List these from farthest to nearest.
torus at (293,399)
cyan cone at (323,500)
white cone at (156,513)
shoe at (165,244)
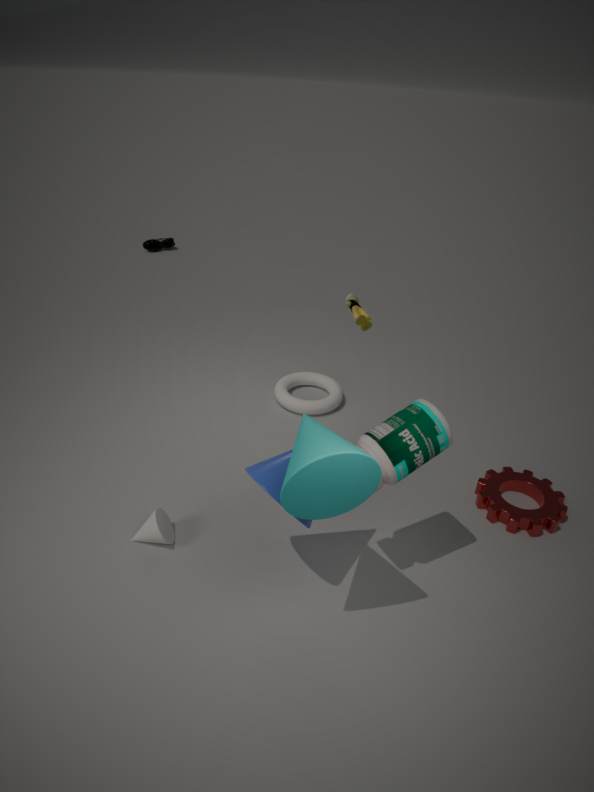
shoe at (165,244) → torus at (293,399) → white cone at (156,513) → cyan cone at (323,500)
